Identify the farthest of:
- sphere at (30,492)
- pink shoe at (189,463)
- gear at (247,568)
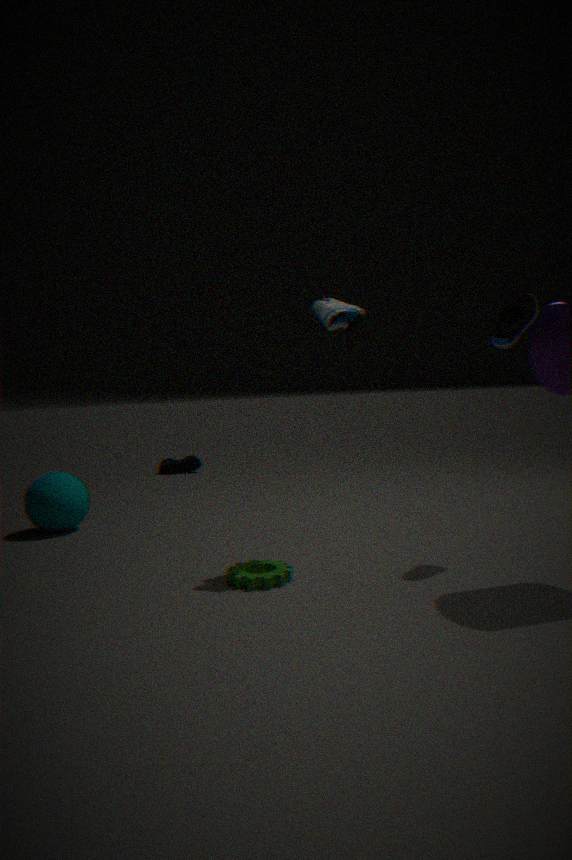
pink shoe at (189,463)
